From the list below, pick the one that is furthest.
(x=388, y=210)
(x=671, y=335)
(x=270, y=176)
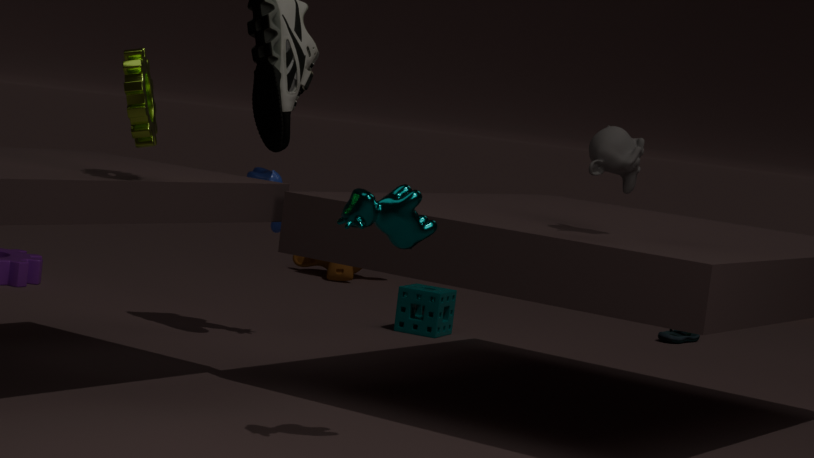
(x=671, y=335)
